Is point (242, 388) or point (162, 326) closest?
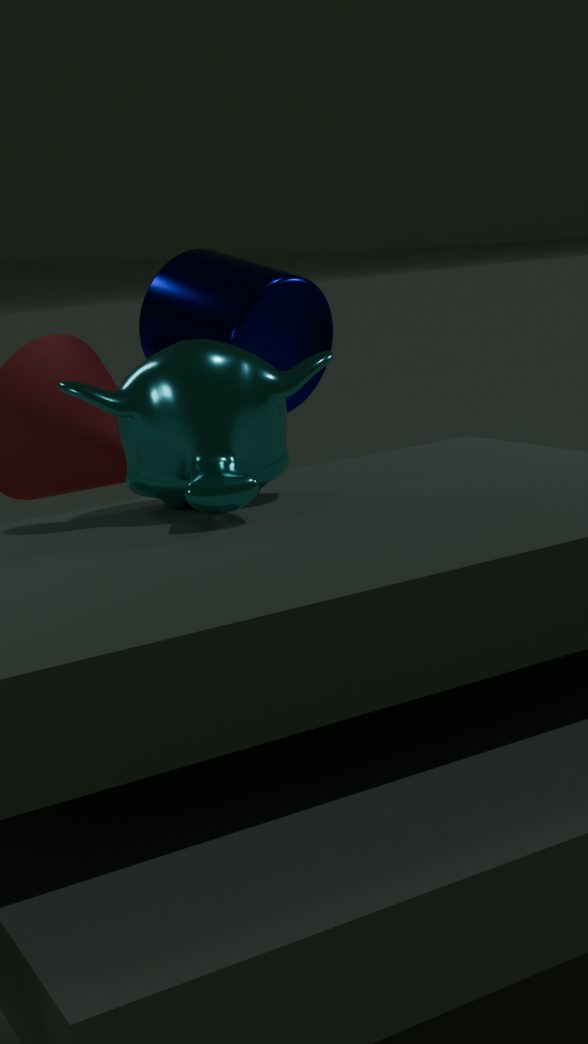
point (242, 388)
